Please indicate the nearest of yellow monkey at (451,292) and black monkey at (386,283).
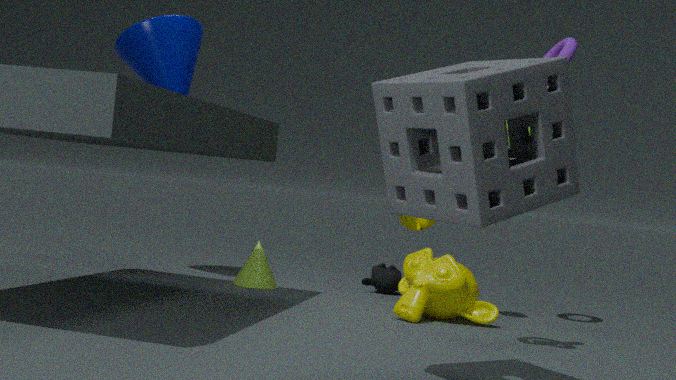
yellow monkey at (451,292)
